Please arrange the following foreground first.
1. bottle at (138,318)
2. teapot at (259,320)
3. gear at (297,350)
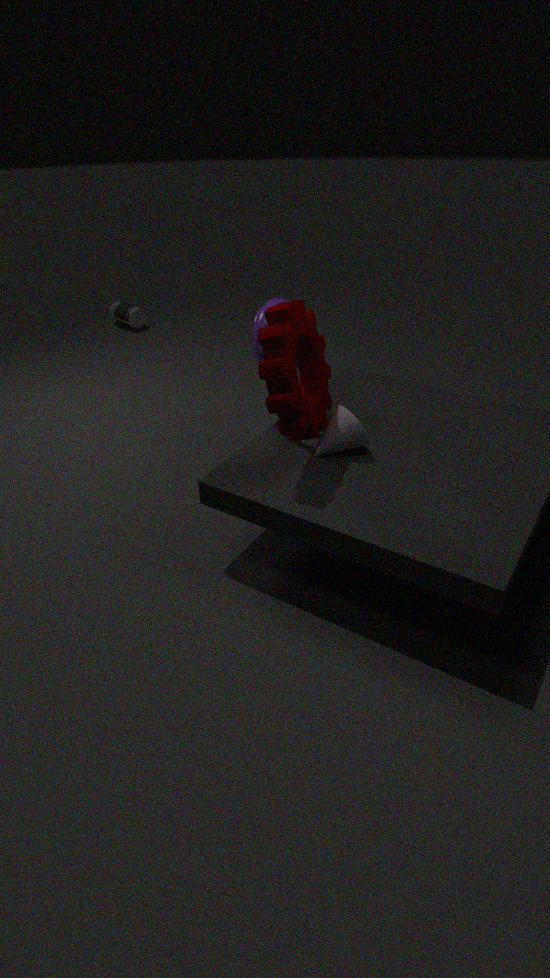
gear at (297,350) → teapot at (259,320) → bottle at (138,318)
